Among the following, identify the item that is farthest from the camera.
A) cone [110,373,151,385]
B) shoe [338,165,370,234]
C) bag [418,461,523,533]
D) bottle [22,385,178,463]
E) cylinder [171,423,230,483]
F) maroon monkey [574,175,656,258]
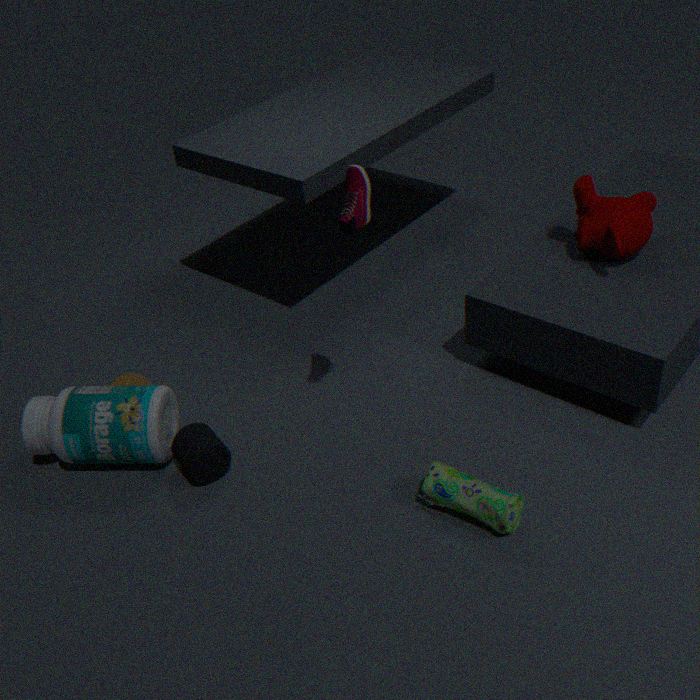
cone [110,373,151,385]
